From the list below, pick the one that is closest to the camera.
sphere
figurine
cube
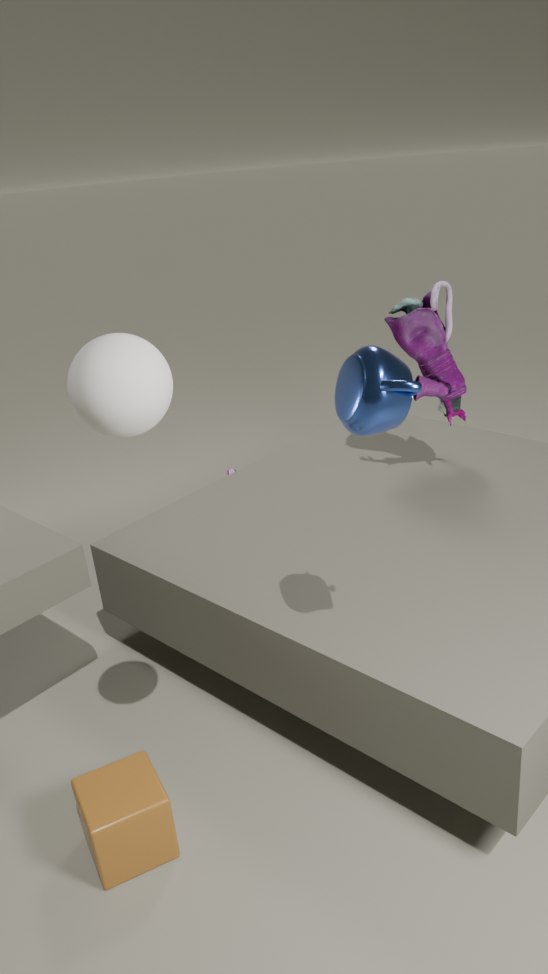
sphere
